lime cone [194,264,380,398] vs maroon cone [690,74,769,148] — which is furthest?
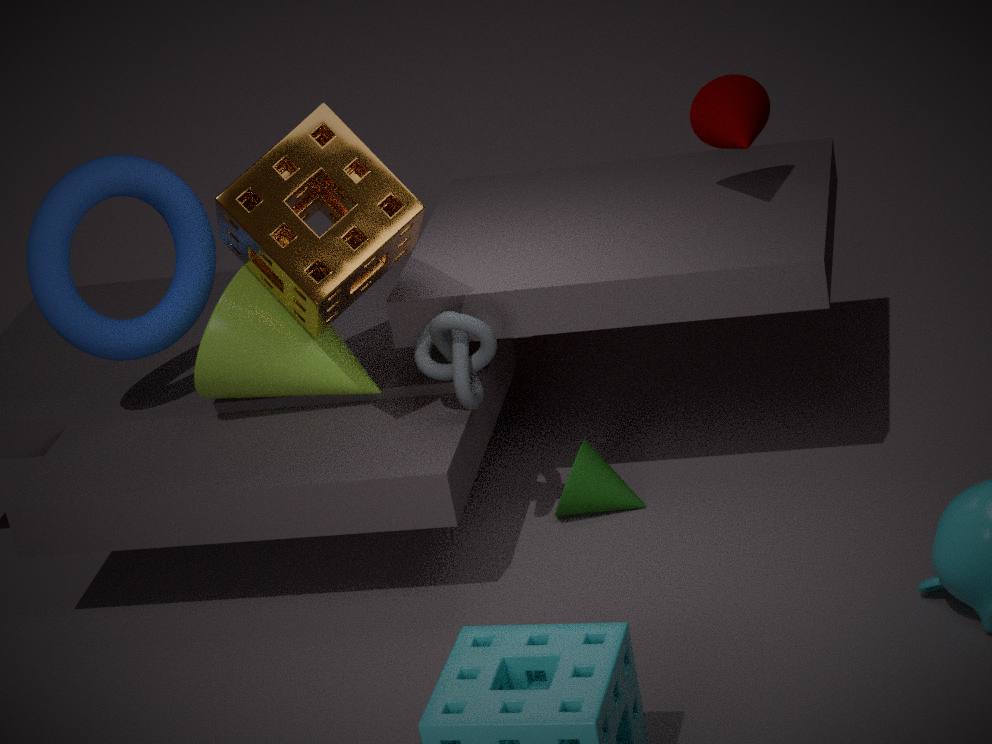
maroon cone [690,74,769,148]
